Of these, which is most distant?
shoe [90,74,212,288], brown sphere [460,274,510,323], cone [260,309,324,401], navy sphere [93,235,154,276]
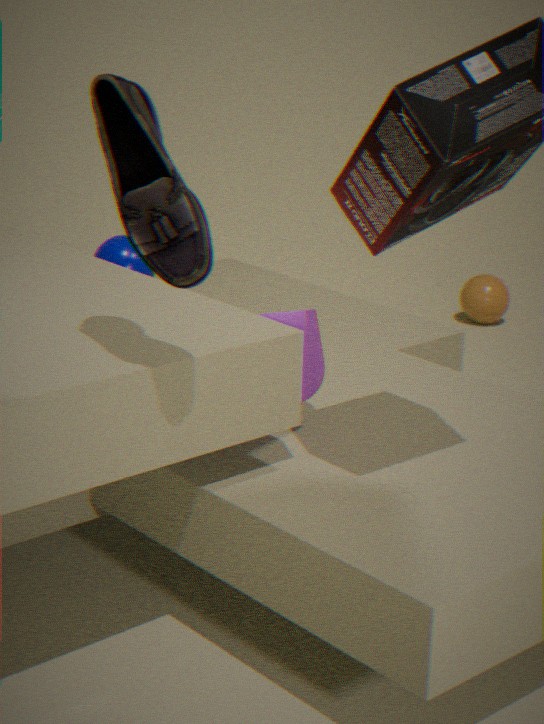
brown sphere [460,274,510,323]
